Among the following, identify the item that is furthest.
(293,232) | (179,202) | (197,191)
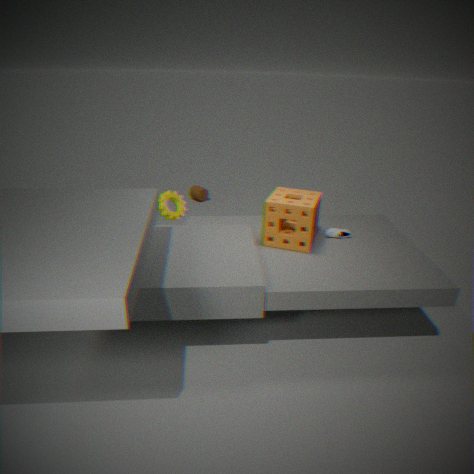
(197,191)
